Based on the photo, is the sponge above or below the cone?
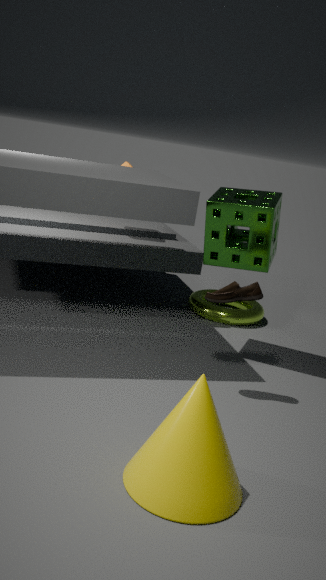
above
